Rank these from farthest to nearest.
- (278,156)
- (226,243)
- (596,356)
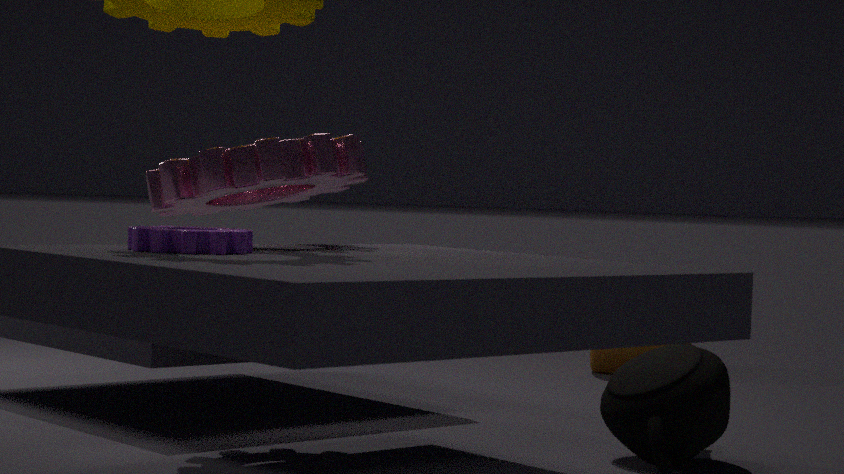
1. (596,356)
2. (278,156)
3. (226,243)
